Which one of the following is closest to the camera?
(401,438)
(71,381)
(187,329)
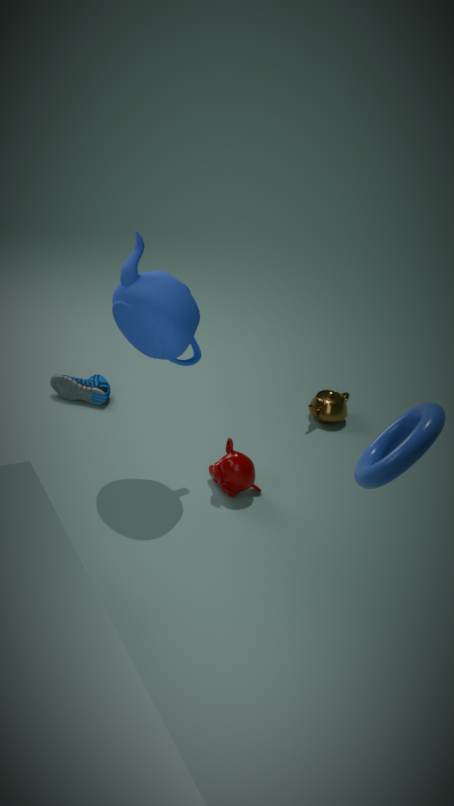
(401,438)
